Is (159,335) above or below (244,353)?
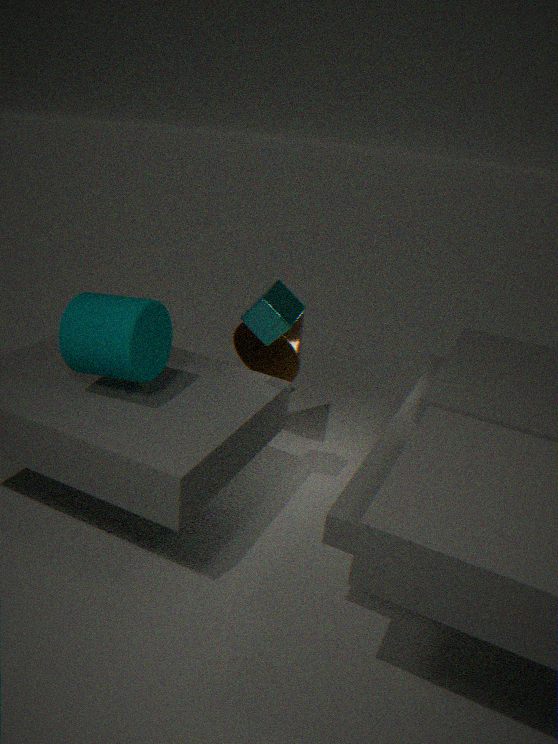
above
